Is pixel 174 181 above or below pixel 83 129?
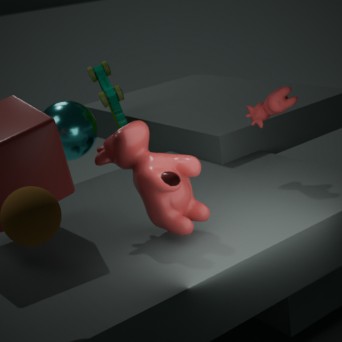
above
